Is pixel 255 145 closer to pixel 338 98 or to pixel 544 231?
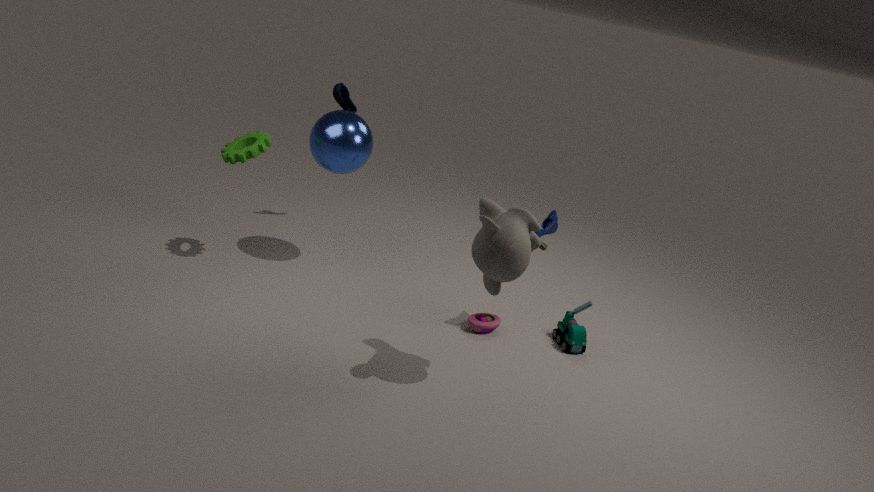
pixel 338 98
